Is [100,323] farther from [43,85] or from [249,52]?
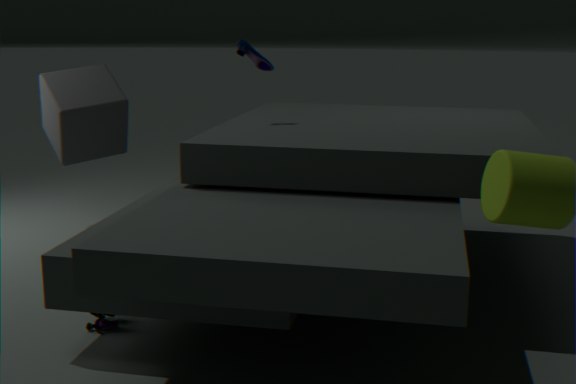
[43,85]
